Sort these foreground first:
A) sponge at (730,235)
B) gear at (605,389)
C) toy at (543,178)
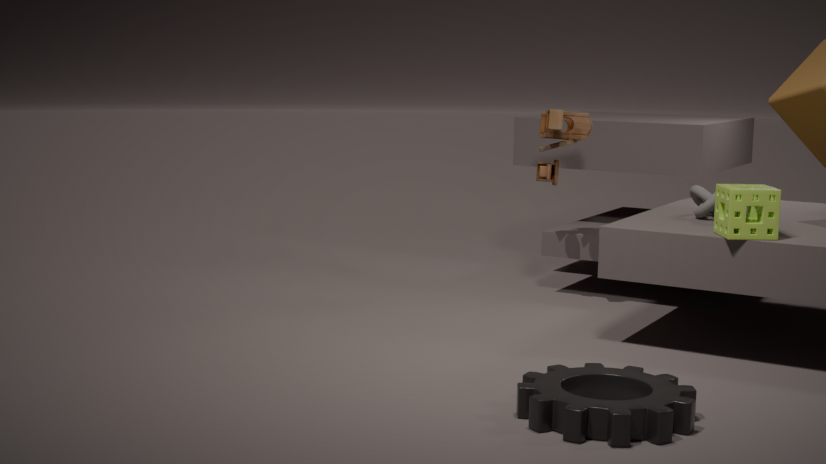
gear at (605,389), sponge at (730,235), toy at (543,178)
